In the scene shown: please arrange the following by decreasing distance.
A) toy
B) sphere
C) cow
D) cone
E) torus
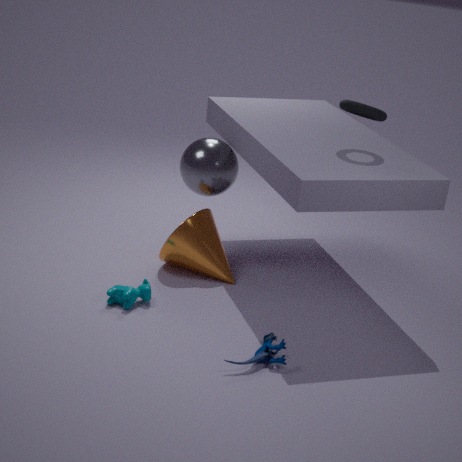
sphere
cone
cow
torus
toy
